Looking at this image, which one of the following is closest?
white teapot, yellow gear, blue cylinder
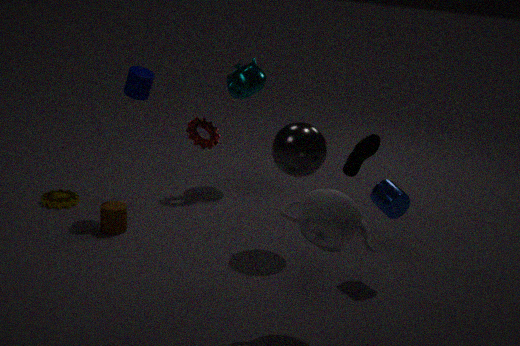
white teapot
